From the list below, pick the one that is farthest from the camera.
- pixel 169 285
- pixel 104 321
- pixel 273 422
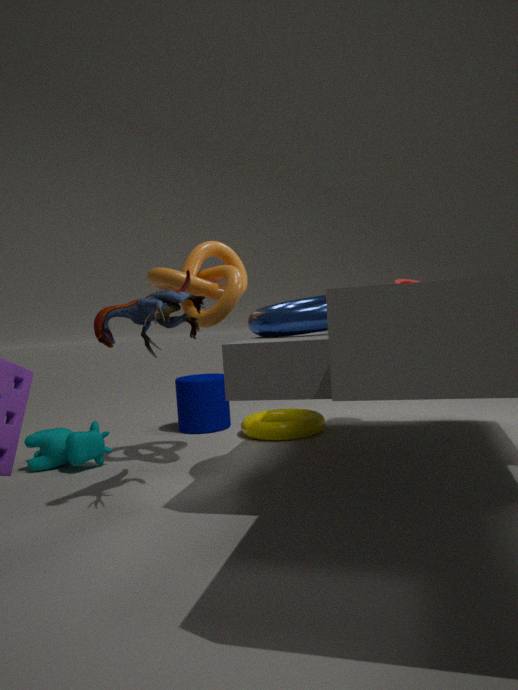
pixel 273 422
